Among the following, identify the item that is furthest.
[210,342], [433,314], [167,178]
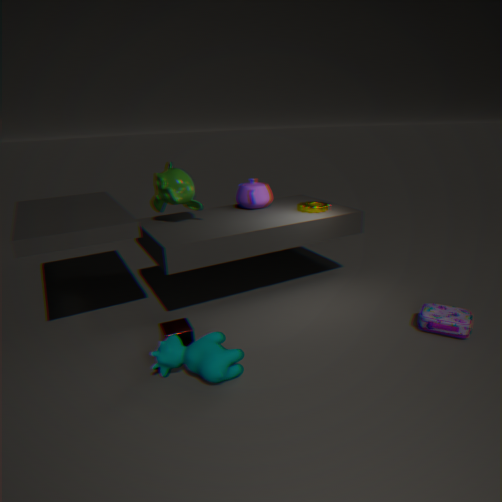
[167,178]
